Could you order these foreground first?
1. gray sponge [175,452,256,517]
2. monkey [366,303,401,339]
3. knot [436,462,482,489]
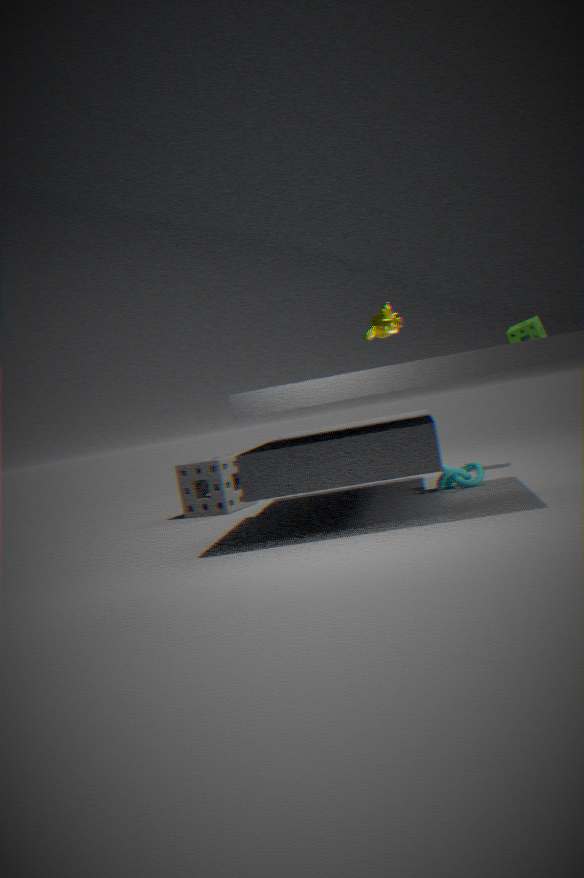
monkey [366,303,401,339]
knot [436,462,482,489]
gray sponge [175,452,256,517]
